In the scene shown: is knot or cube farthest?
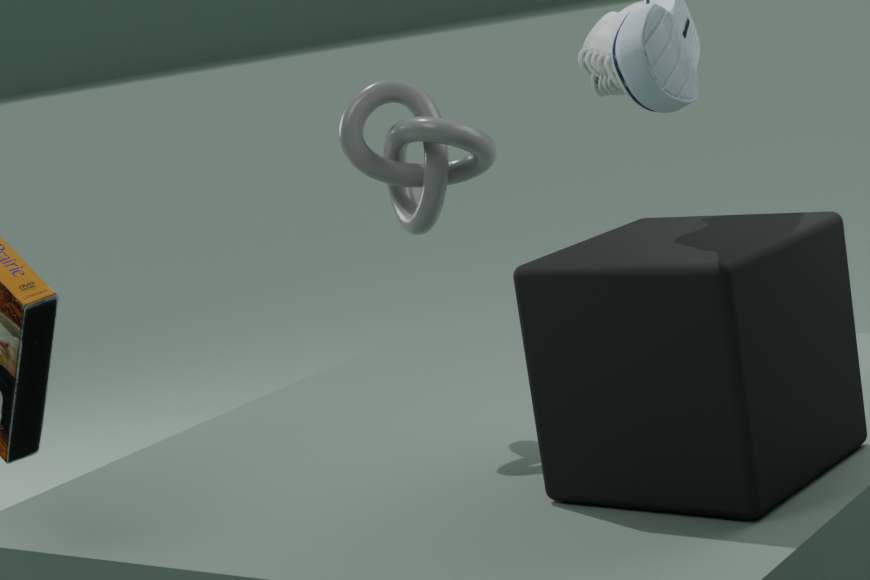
knot
